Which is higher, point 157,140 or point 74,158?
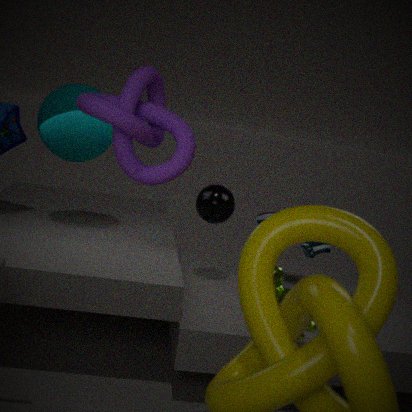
point 157,140
